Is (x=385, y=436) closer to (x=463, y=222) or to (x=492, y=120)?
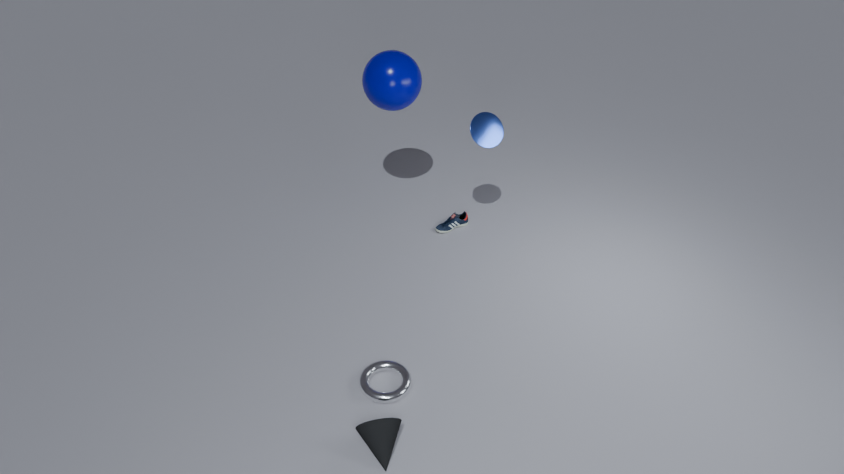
(x=463, y=222)
